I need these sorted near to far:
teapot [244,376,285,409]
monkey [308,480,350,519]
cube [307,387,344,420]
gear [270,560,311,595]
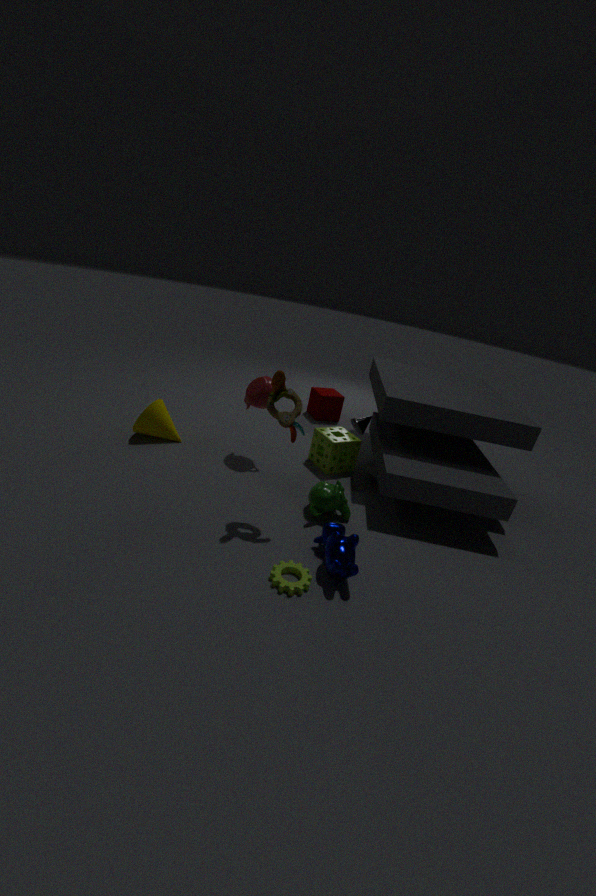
gear [270,560,311,595]
monkey [308,480,350,519]
teapot [244,376,285,409]
cube [307,387,344,420]
